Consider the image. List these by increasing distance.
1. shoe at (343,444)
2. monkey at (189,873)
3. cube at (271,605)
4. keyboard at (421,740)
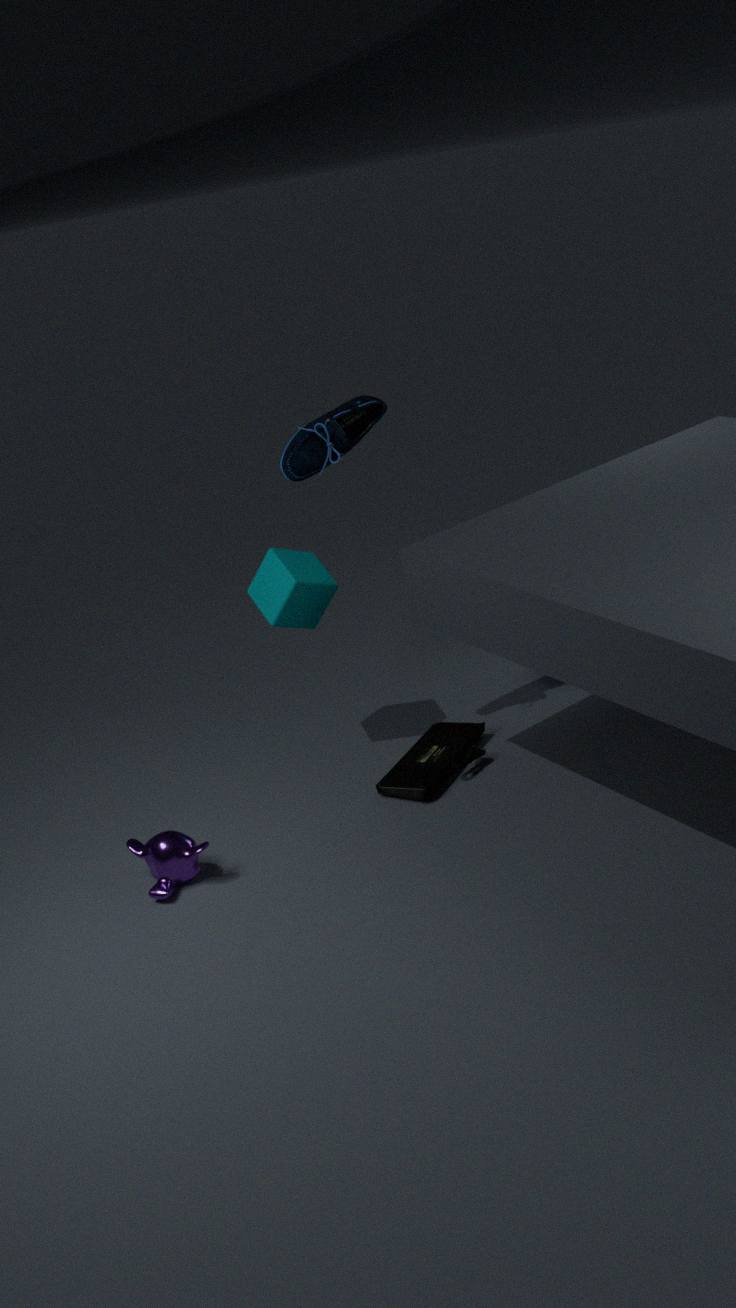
monkey at (189,873) → shoe at (343,444) → keyboard at (421,740) → cube at (271,605)
